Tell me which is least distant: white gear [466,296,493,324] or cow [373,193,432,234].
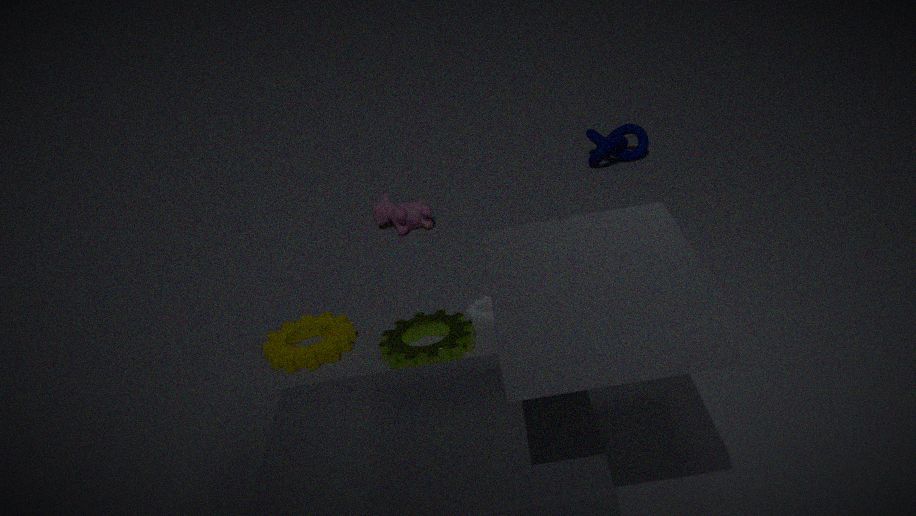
white gear [466,296,493,324]
